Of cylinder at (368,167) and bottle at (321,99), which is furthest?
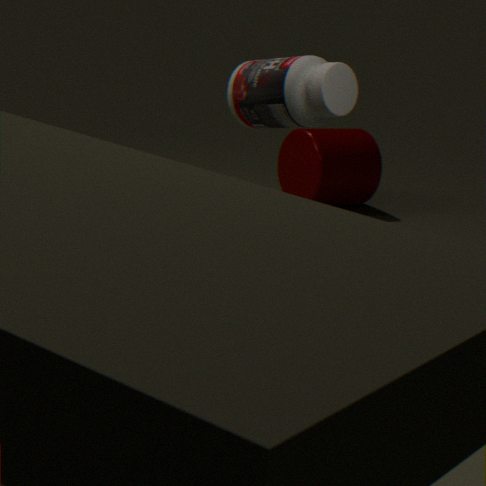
cylinder at (368,167)
